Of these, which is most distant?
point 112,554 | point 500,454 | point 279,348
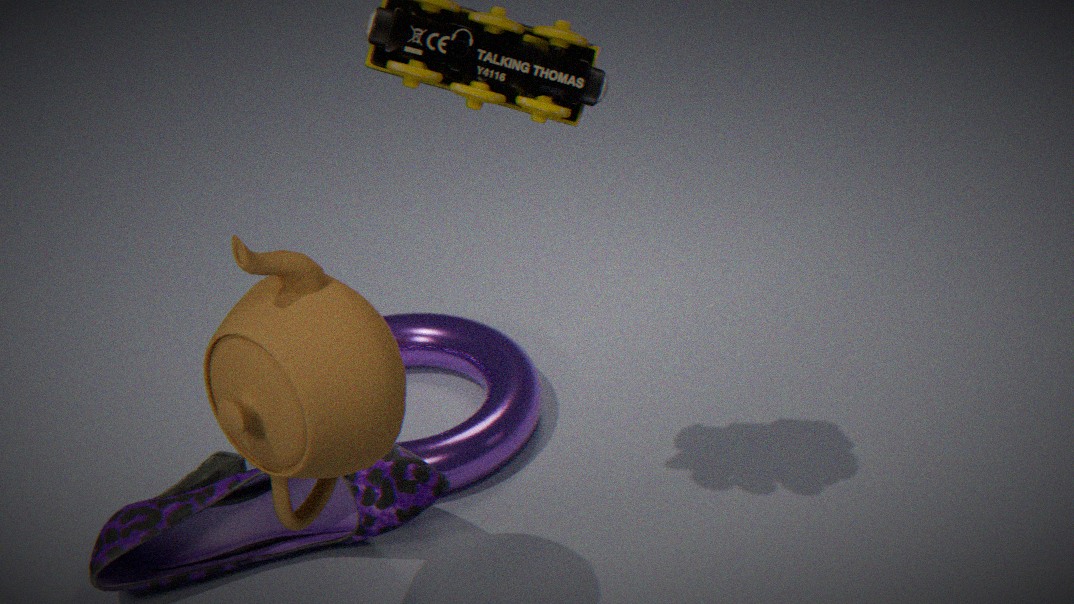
point 500,454
